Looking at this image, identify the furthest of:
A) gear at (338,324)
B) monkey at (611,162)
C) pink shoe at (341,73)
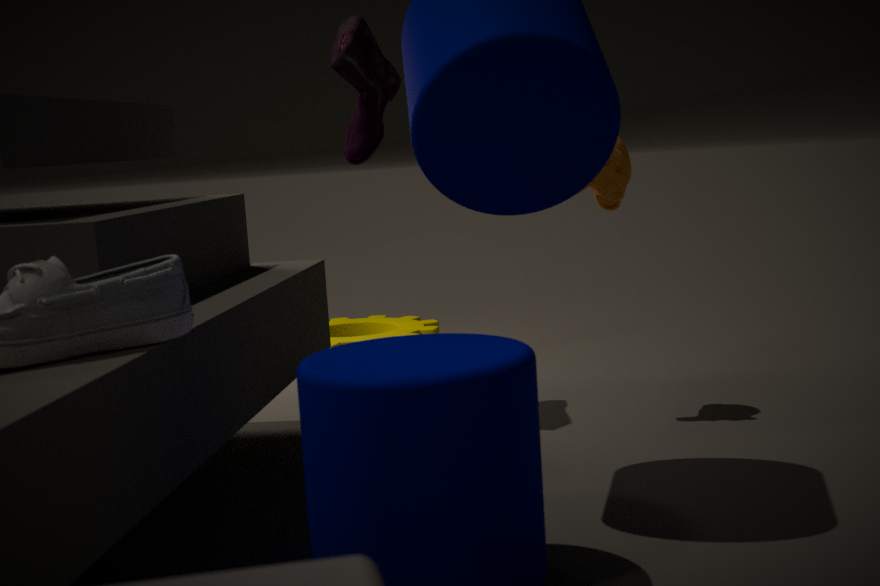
gear at (338,324)
